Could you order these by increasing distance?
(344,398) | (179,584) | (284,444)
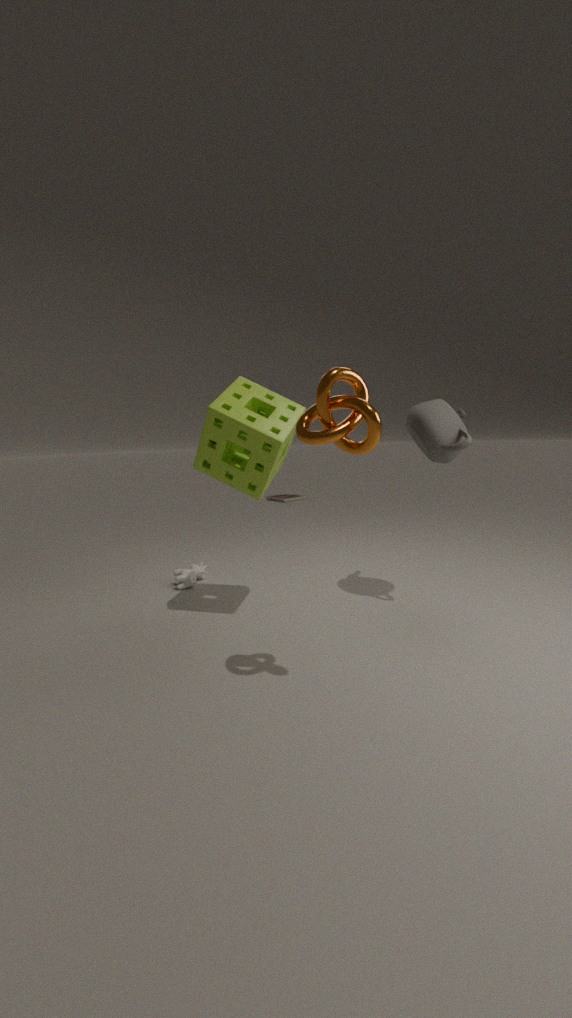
(344,398) < (284,444) < (179,584)
